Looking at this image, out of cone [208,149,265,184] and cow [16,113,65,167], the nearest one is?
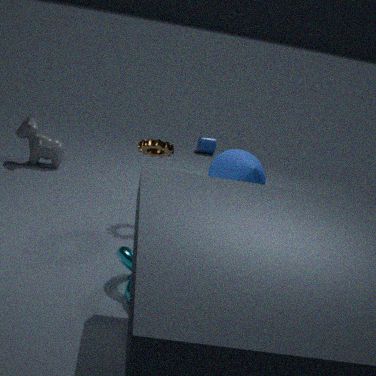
cone [208,149,265,184]
